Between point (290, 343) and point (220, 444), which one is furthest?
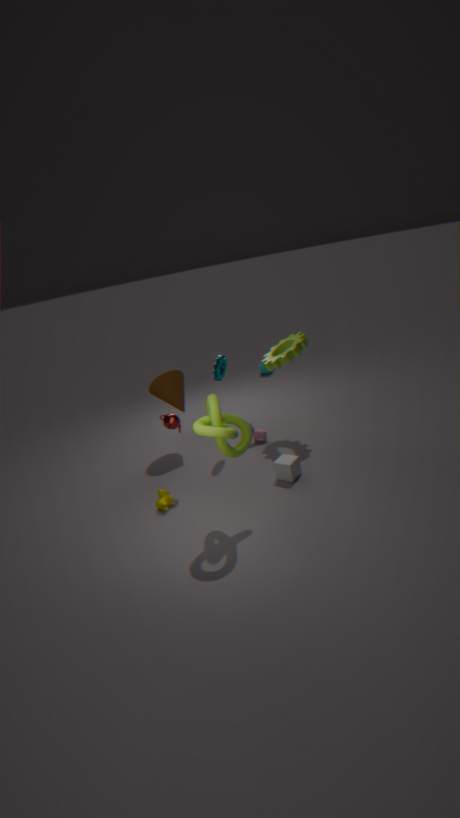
point (290, 343)
